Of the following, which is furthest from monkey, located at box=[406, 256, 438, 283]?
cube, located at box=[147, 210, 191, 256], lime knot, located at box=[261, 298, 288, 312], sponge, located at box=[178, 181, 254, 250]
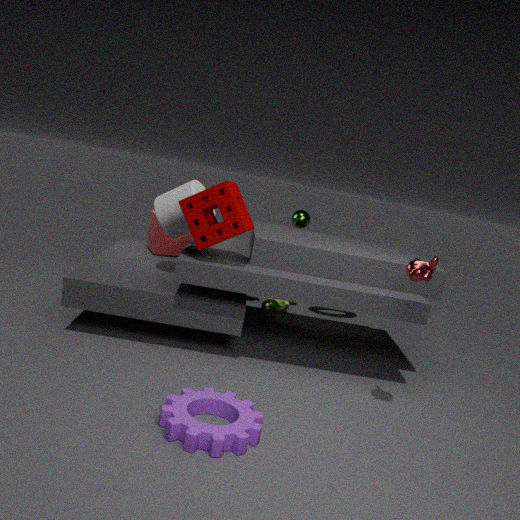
cube, located at box=[147, 210, 191, 256]
